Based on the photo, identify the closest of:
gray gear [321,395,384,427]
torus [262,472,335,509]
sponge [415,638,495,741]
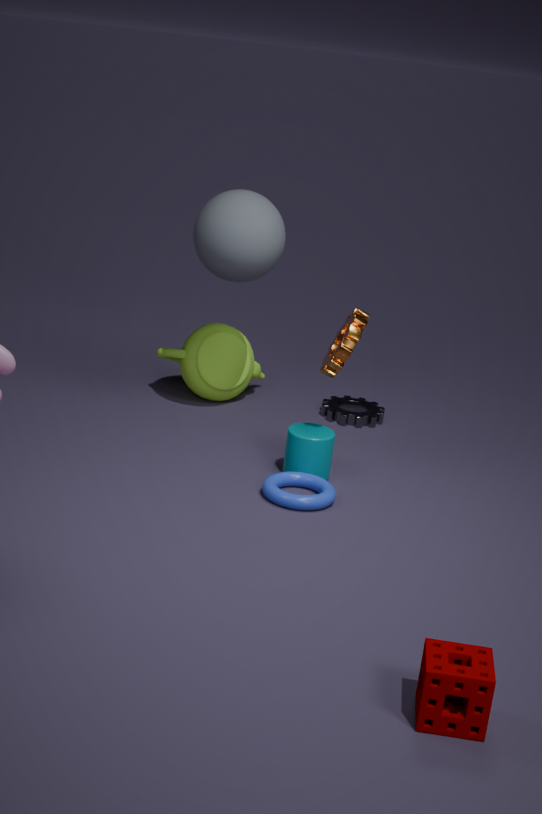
sponge [415,638,495,741]
